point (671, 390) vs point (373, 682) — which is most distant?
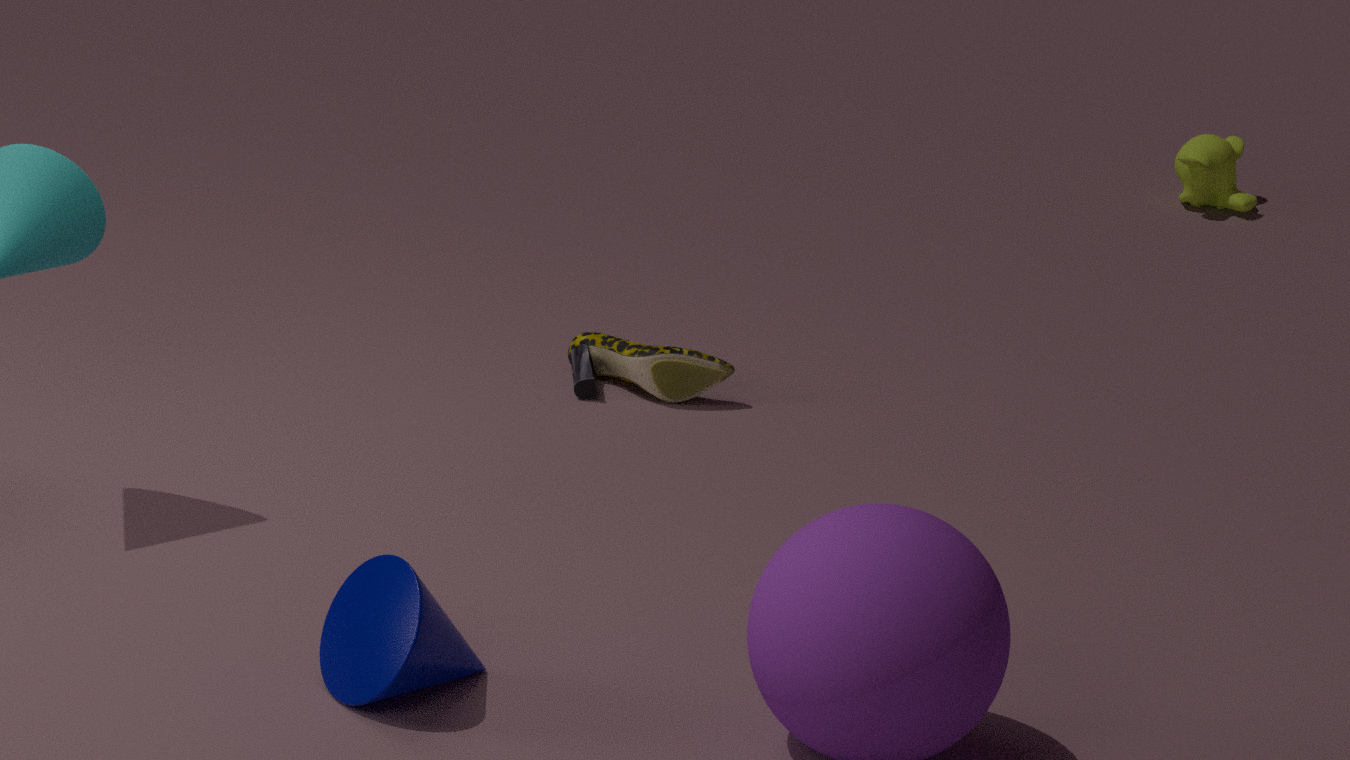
point (671, 390)
